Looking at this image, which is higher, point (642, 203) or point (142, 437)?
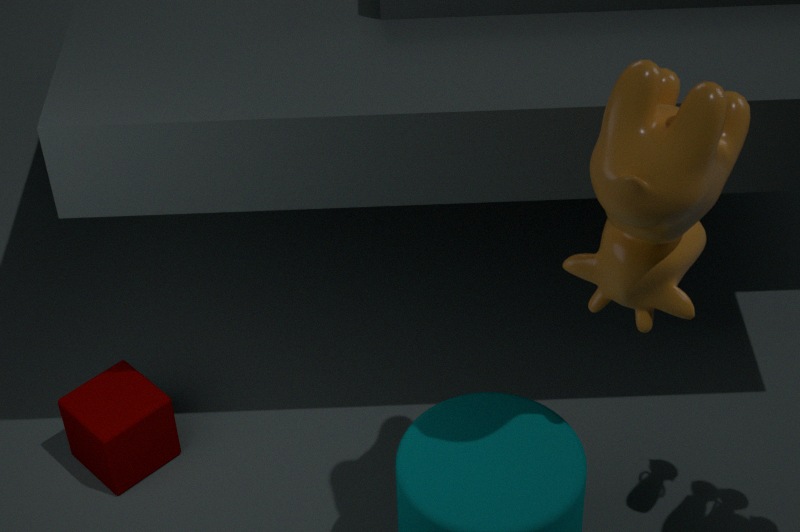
point (642, 203)
